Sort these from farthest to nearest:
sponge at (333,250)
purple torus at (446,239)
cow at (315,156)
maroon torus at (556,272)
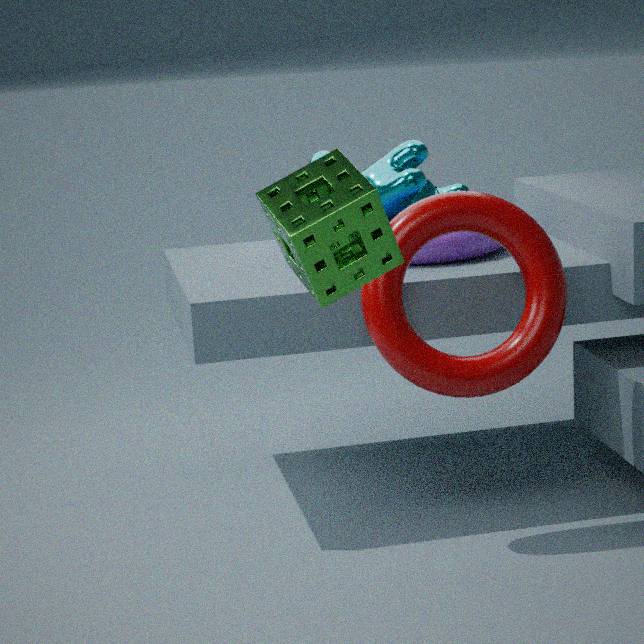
cow at (315,156), purple torus at (446,239), maroon torus at (556,272), sponge at (333,250)
